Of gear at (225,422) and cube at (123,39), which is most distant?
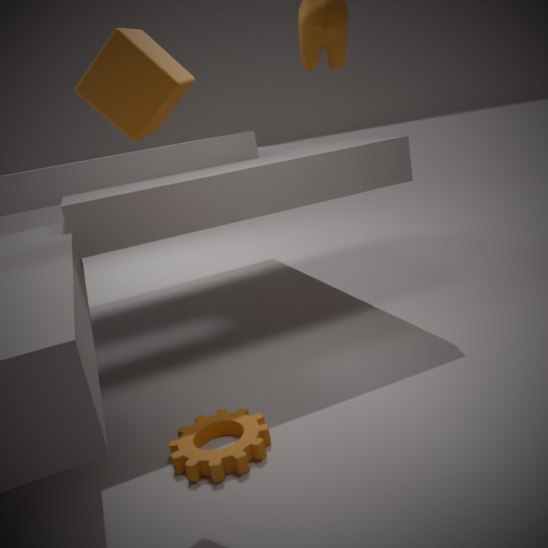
gear at (225,422)
